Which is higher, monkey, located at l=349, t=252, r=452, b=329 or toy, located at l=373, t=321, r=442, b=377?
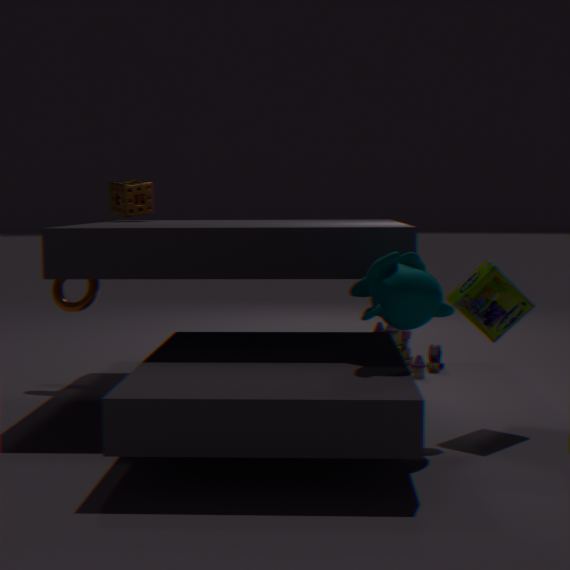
monkey, located at l=349, t=252, r=452, b=329
